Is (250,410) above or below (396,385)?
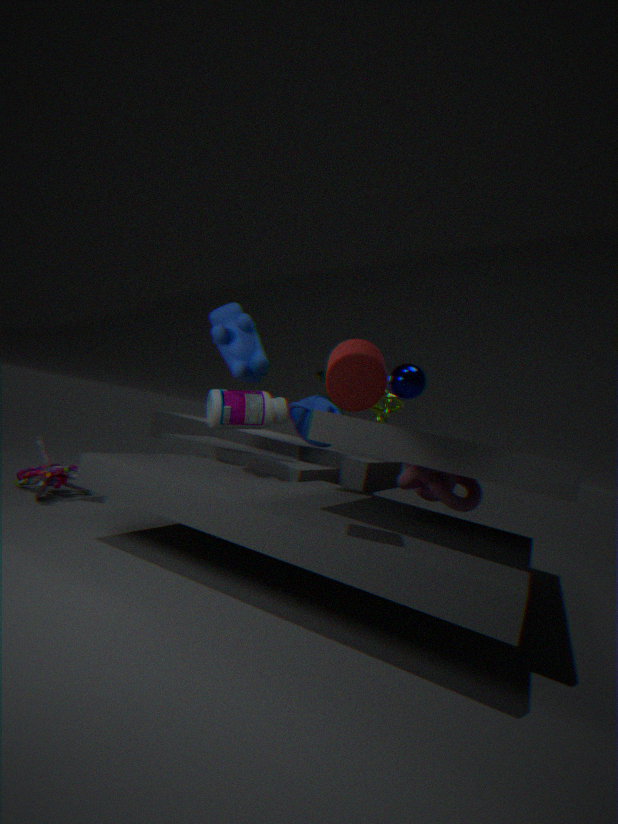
below
